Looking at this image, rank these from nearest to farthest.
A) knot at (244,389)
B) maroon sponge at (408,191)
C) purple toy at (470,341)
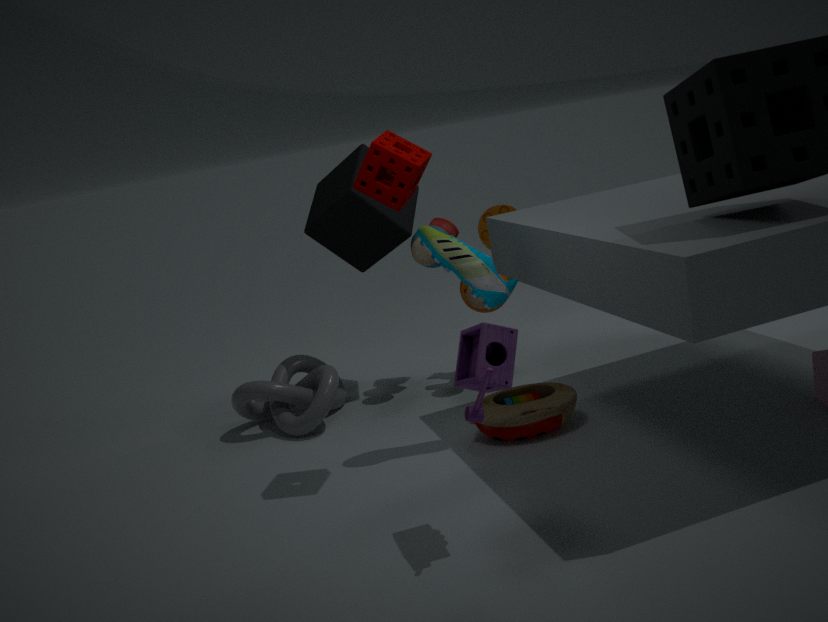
purple toy at (470,341) < maroon sponge at (408,191) < knot at (244,389)
